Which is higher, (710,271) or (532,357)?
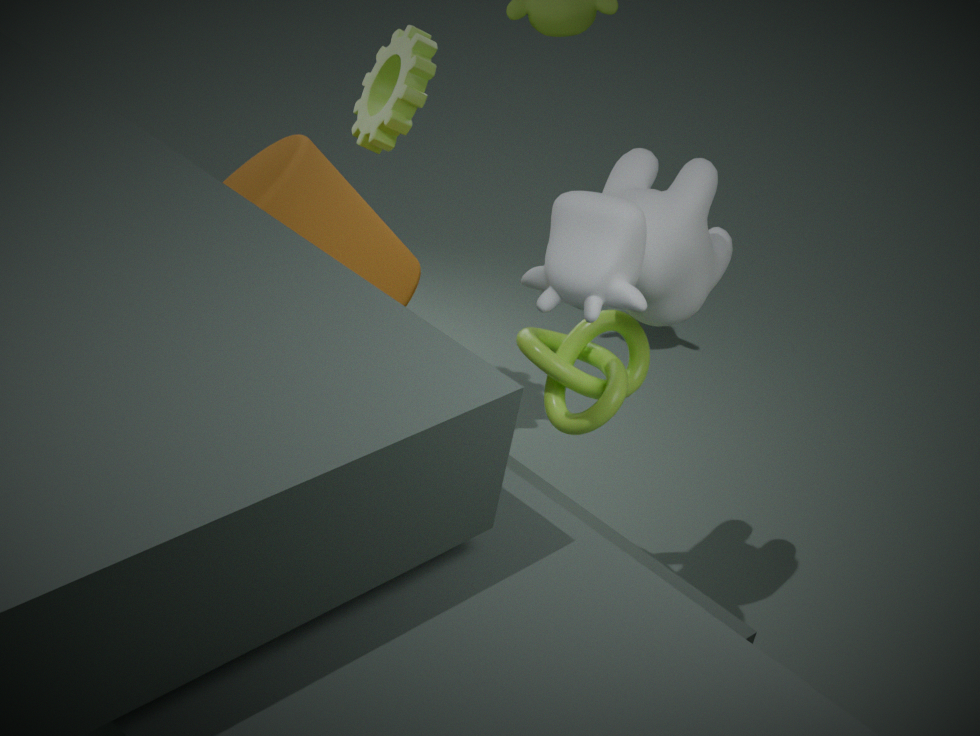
(710,271)
